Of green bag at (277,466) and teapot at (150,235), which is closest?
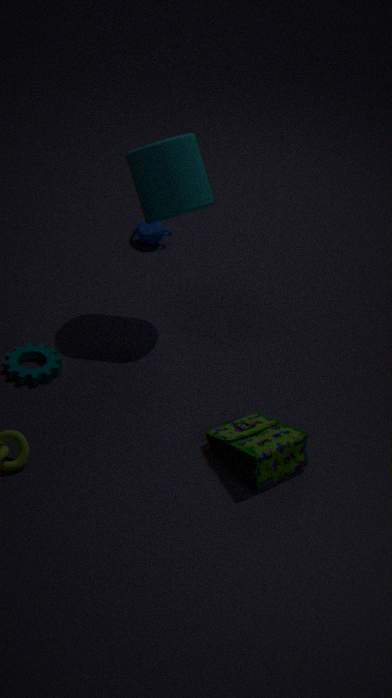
green bag at (277,466)
